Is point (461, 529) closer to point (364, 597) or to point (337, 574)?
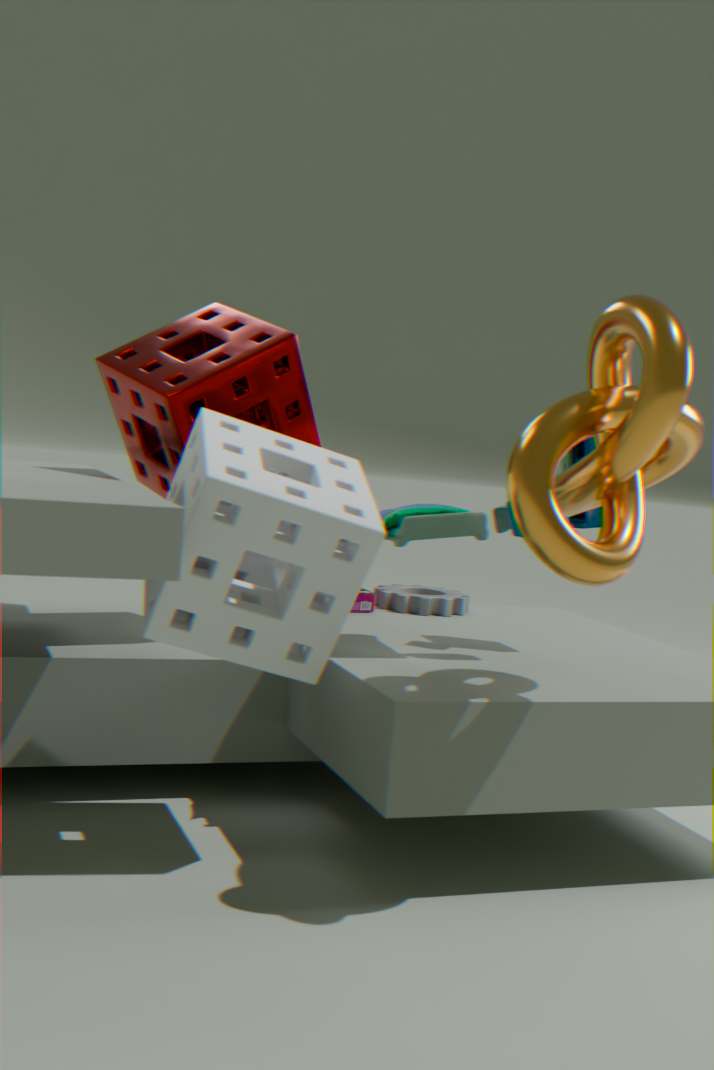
point (337, 574)
